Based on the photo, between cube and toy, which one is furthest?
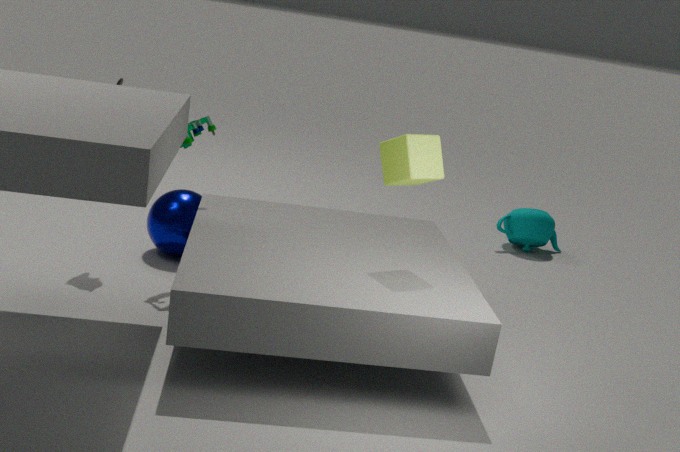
toy
